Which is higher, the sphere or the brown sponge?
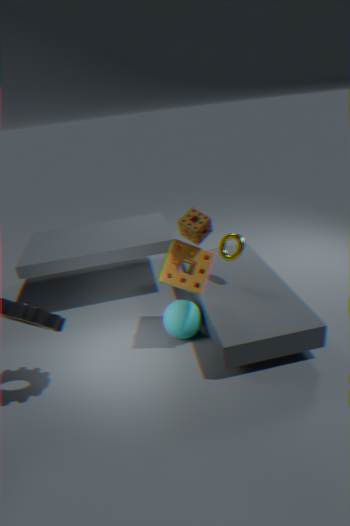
the brown sponge
